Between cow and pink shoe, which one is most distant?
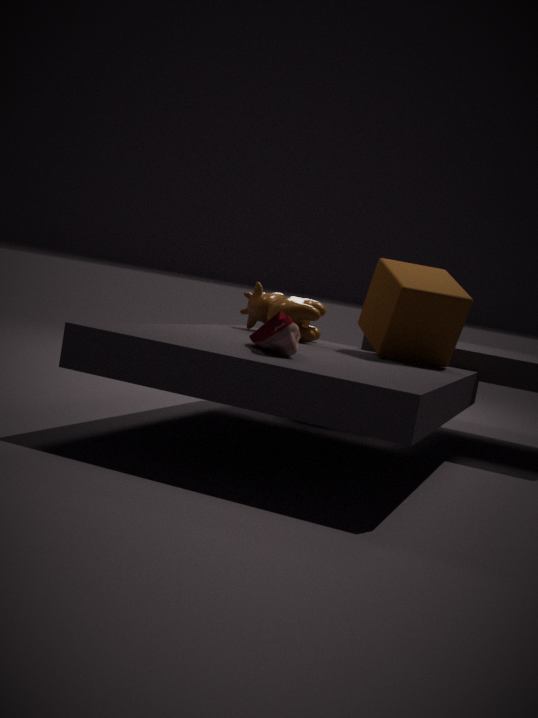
cow
